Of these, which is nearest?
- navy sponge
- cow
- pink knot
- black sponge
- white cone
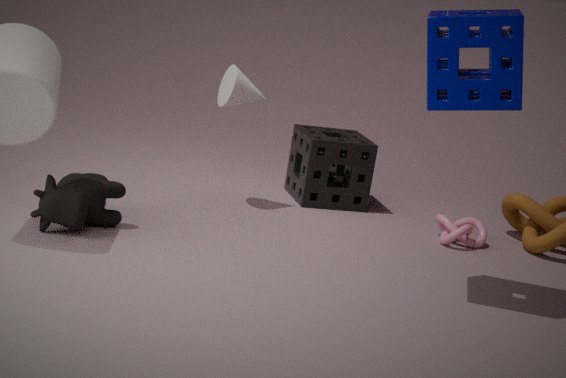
navy sponge
